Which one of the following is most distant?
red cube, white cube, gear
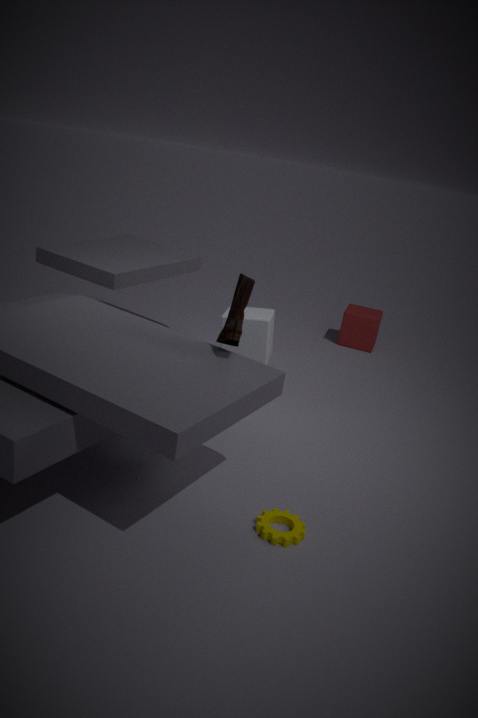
red cube
